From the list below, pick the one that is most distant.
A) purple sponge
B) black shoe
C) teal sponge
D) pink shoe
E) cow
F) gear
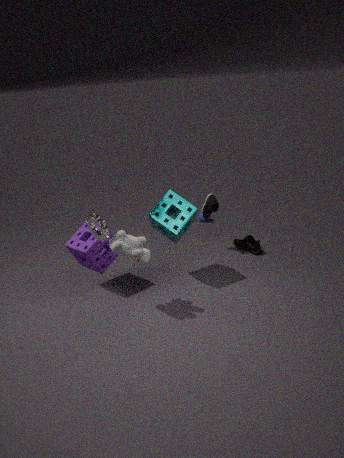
pink shoe
